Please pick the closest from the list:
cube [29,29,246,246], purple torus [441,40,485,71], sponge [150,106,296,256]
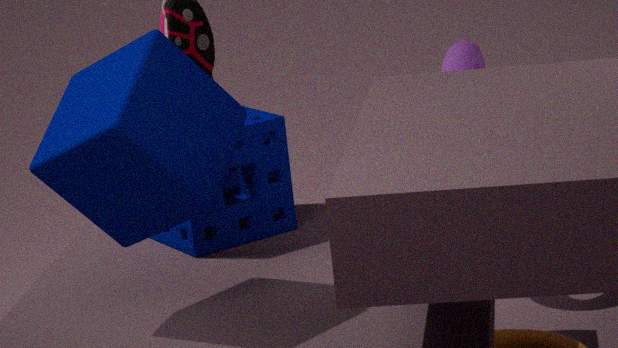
cube [29,29,246,246]
